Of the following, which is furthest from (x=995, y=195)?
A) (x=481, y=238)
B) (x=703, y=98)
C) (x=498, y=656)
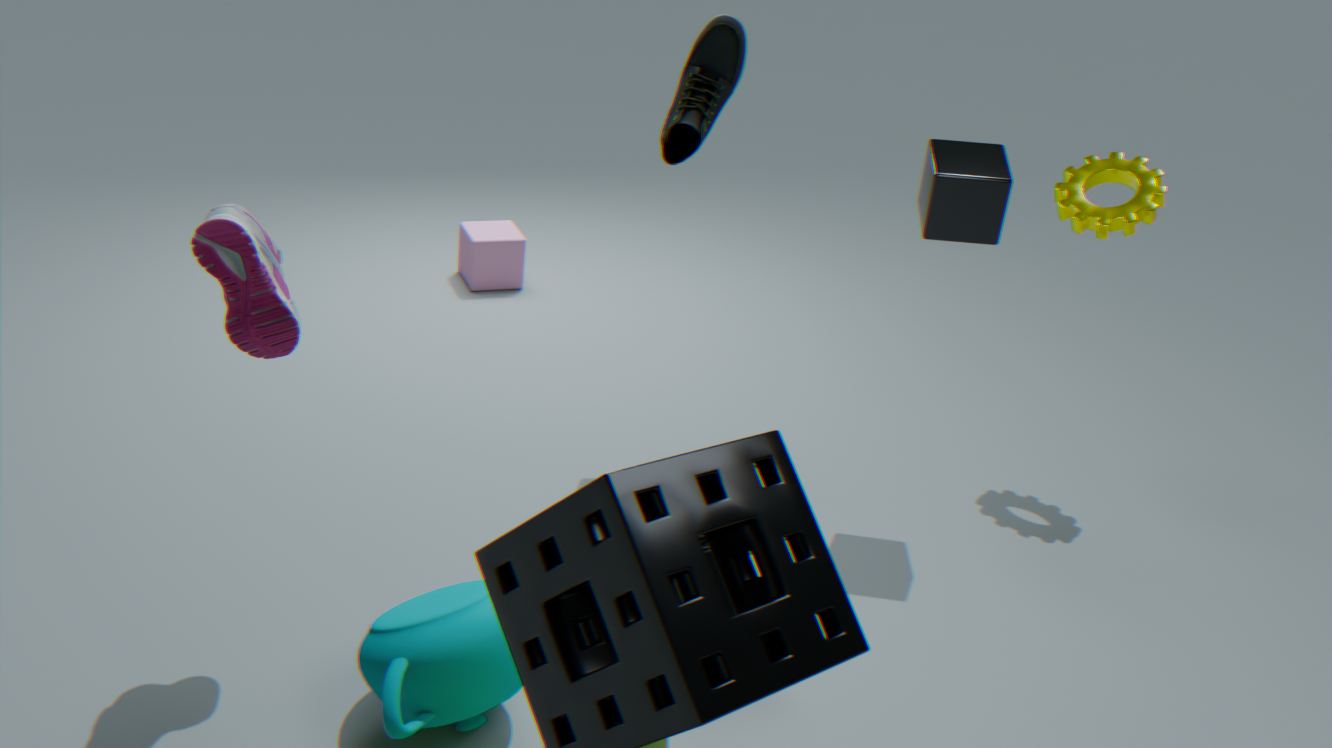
(x=481, y=238)
